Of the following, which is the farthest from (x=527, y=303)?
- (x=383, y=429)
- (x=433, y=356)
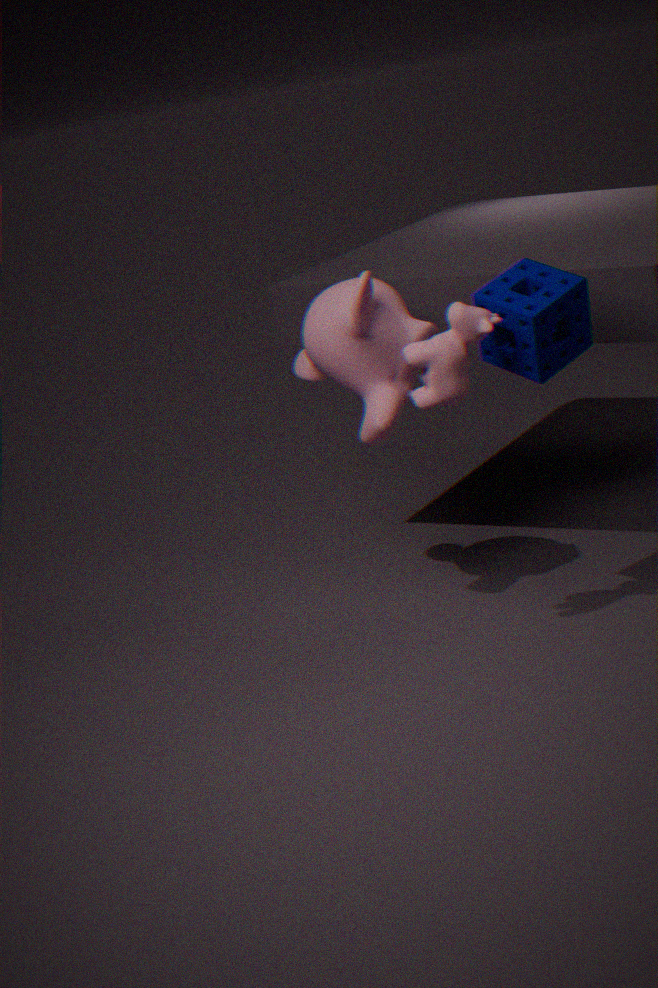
(x=383, y=429)
